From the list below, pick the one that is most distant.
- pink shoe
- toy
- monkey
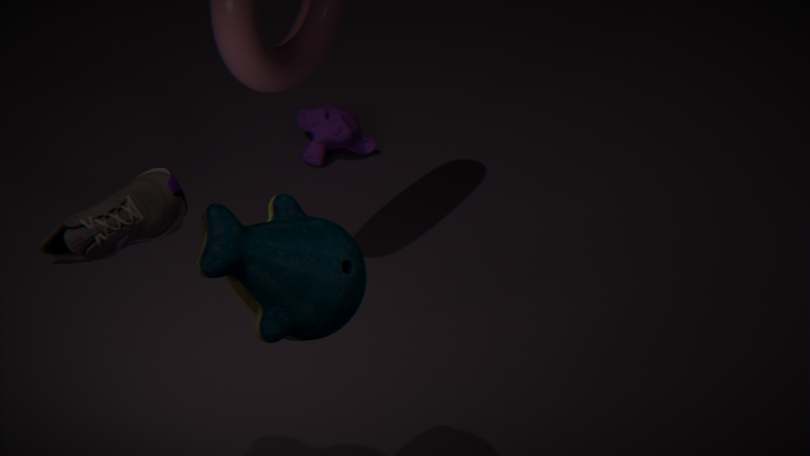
monkey
